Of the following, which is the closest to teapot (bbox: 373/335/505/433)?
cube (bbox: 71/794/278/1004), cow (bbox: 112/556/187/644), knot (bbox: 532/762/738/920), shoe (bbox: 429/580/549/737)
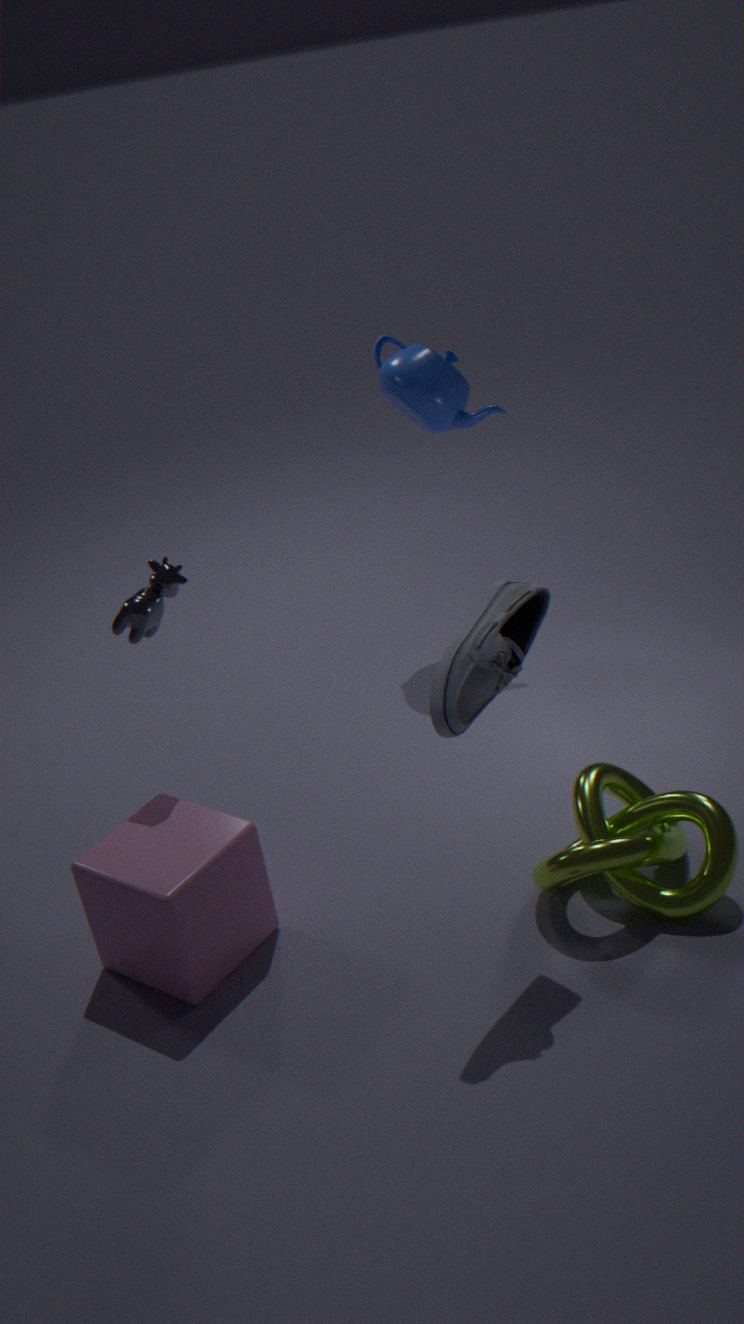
cow (bbox: 112/556/187/644)
